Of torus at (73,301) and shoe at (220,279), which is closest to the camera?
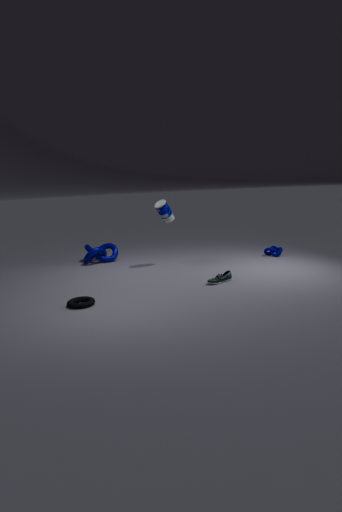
torus at (73,301)
